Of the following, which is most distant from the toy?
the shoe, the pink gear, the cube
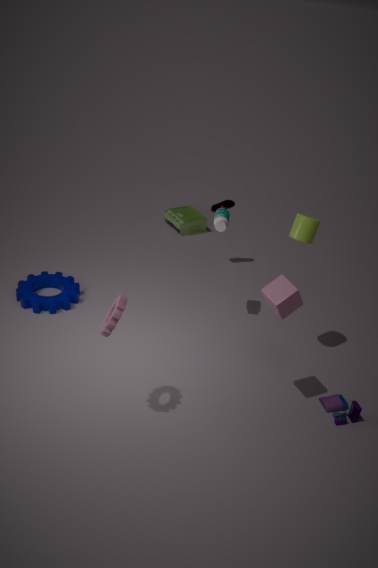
the shoe
